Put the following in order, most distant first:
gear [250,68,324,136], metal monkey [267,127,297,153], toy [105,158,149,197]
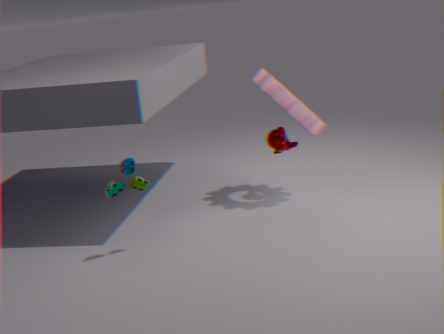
metal monkey [267,127,297,153] < gear [250,68,324,136] < toy [105,158,149,197]
